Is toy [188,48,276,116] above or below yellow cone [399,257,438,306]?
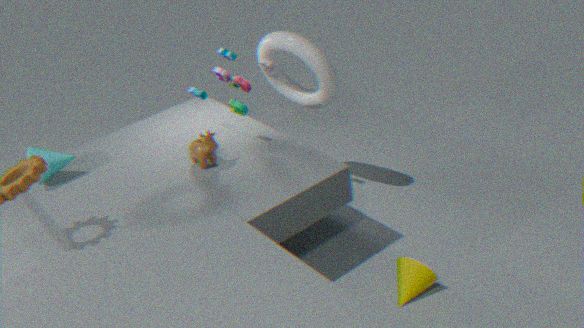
above
